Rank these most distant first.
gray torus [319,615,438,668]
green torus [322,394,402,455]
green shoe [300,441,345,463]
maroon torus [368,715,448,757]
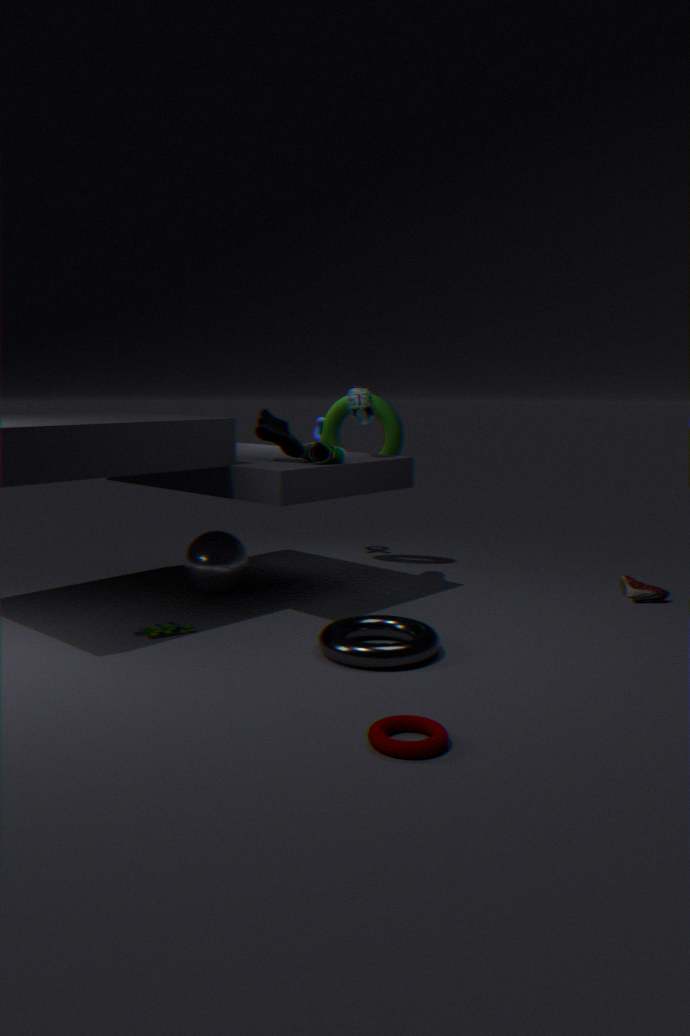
green torus [322,394,402,455]
green shoe [300,441,345,463]
gray torus [319,615,438,668]
maroon torus [368,715,448,757]
